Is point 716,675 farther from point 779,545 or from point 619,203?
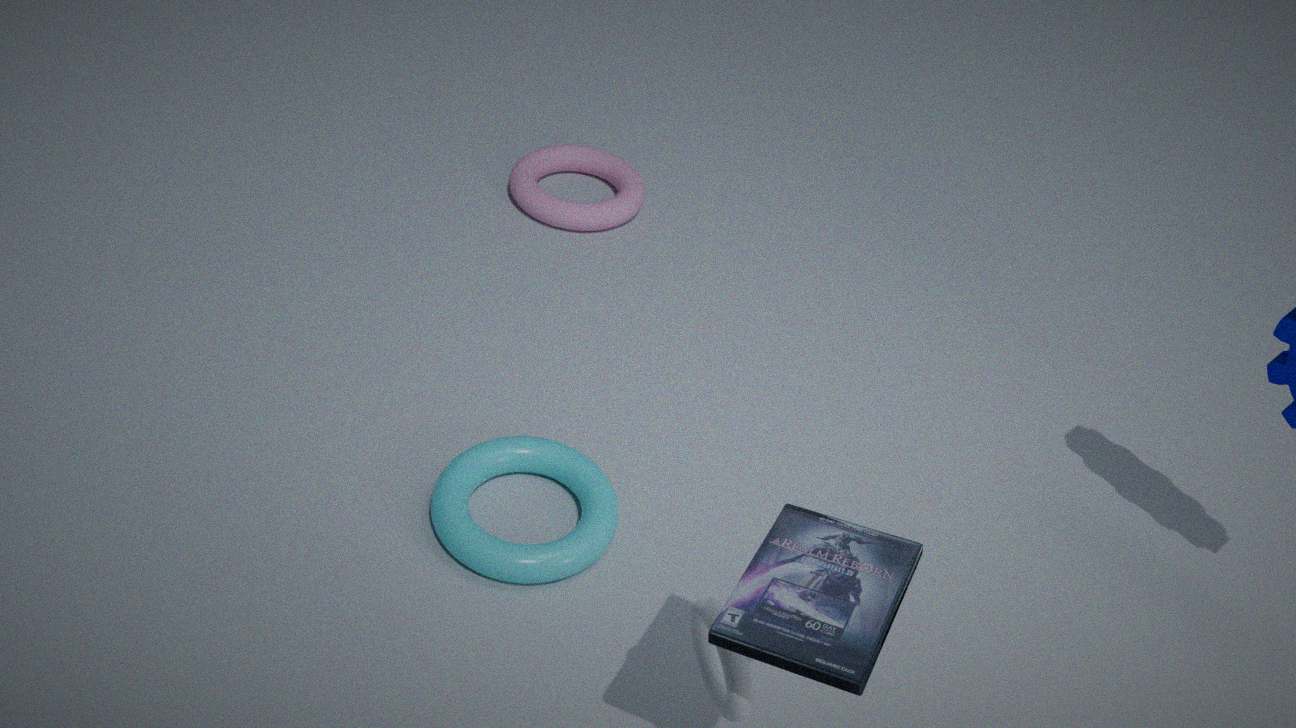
point 619,203
